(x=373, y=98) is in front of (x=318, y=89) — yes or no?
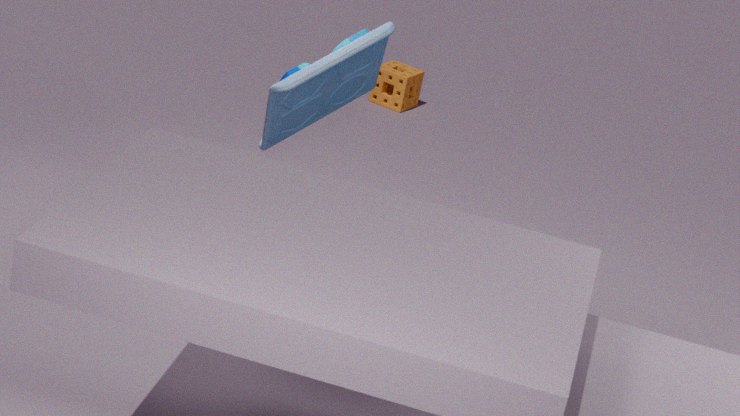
No
